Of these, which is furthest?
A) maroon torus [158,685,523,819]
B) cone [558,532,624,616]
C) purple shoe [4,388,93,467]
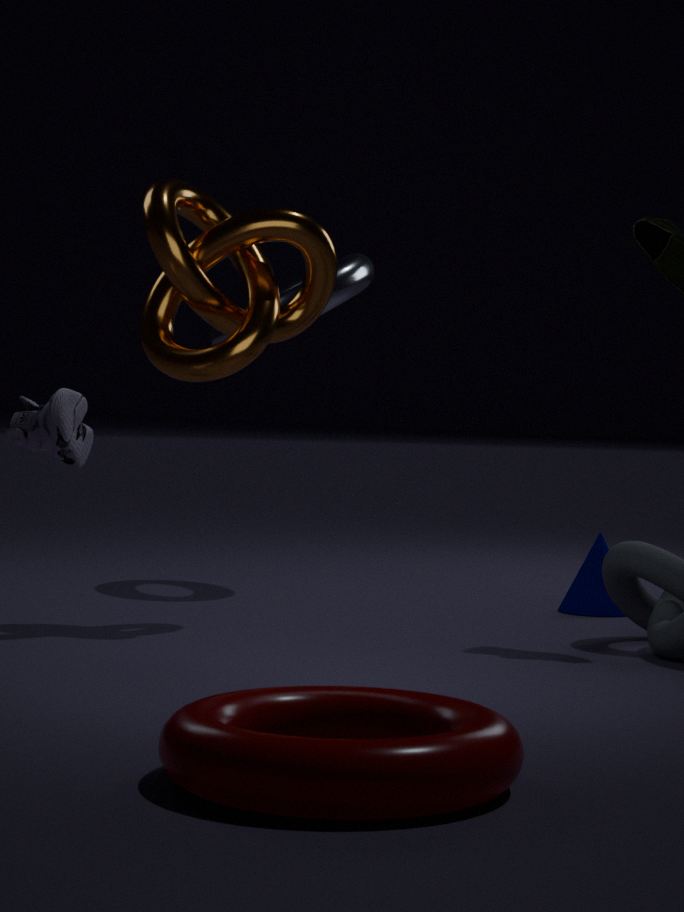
cone [558,532,624,616]
